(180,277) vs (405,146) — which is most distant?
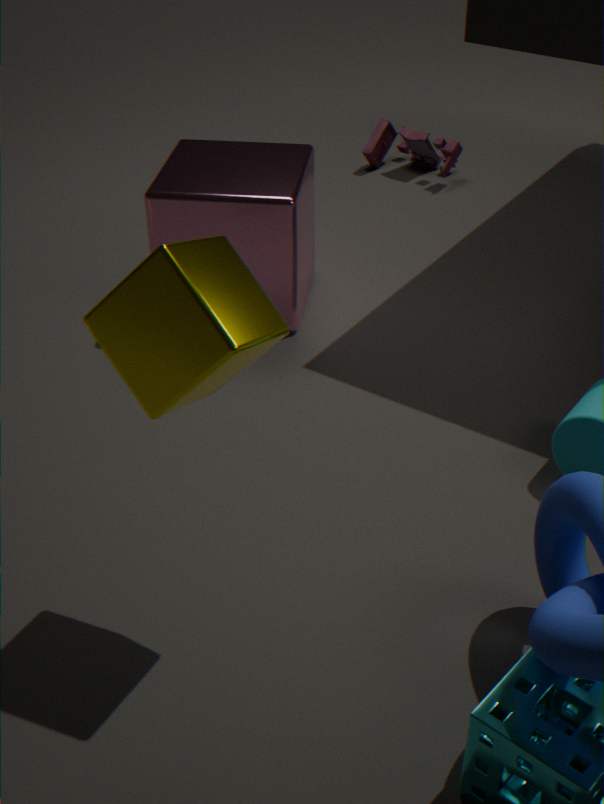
(405,146)
